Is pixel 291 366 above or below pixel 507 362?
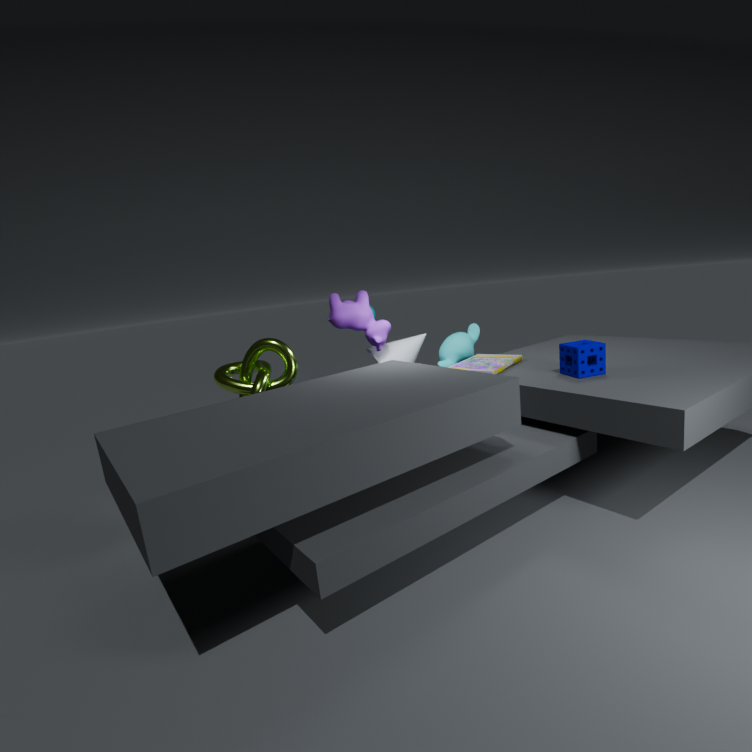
above
